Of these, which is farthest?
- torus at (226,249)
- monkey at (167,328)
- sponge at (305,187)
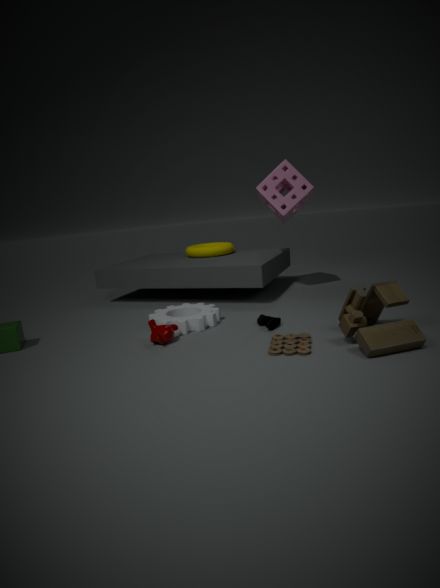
torus at (226,249)
